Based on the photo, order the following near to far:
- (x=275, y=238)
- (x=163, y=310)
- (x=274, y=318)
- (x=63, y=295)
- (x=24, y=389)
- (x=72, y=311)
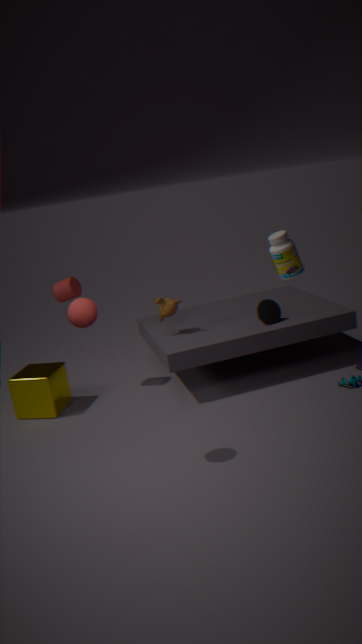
(x=72, y=311) → (x=275, y=238) → (x=24, y=389) → (x=274, y=318) → (x=63, y=295) → (x=163, y=310)
